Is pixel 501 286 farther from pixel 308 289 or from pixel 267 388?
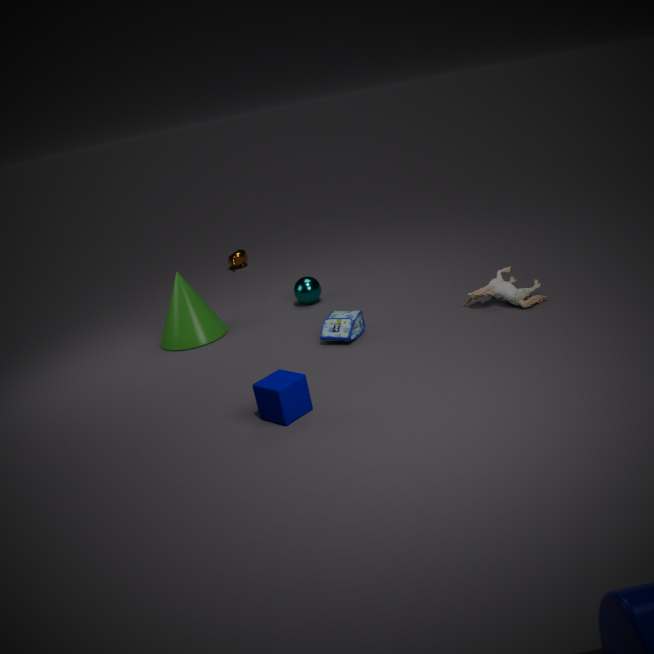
pixel 267 388
